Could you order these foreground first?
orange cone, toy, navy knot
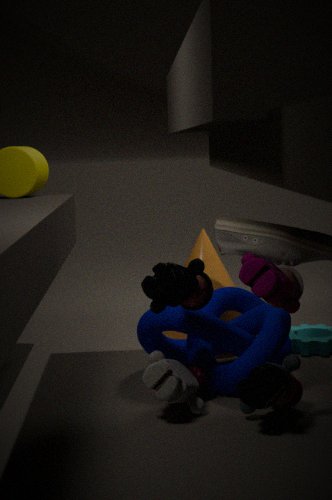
toy, navy knot, orange cone
